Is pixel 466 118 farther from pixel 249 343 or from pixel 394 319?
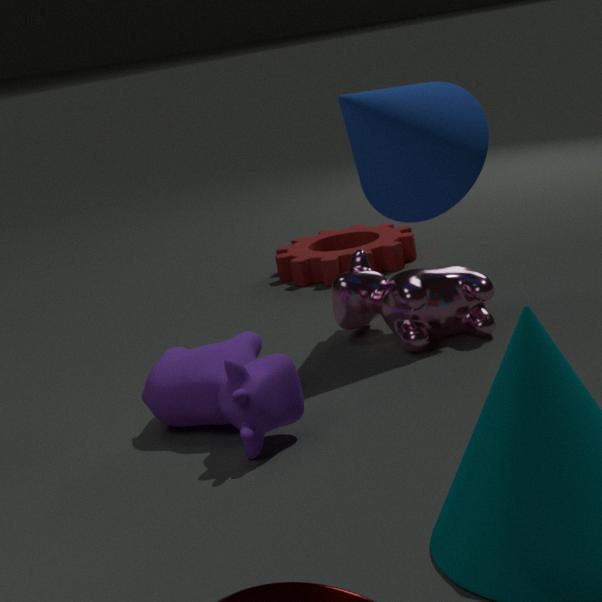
pixel 249 343
